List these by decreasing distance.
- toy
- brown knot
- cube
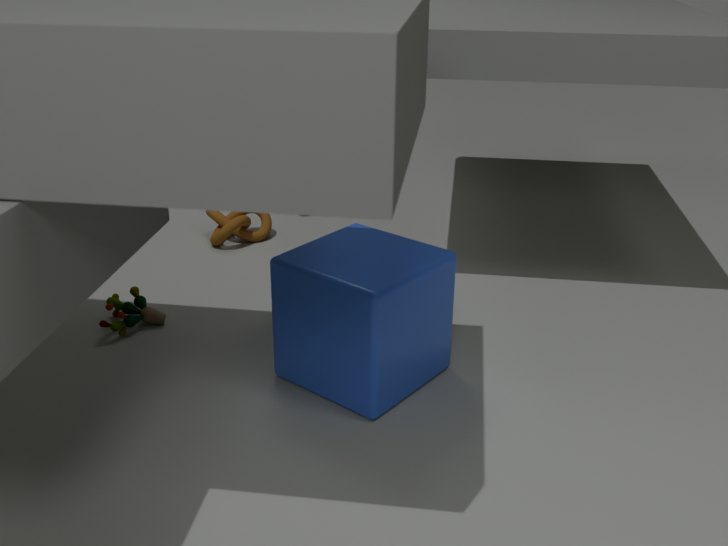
1. brown knot
2. toy
3. cube
